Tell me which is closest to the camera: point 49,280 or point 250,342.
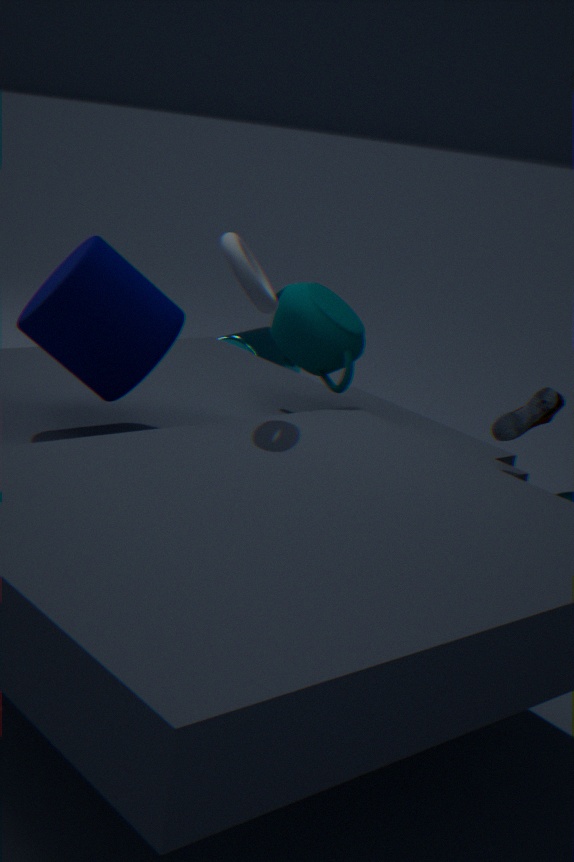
point 49,280
